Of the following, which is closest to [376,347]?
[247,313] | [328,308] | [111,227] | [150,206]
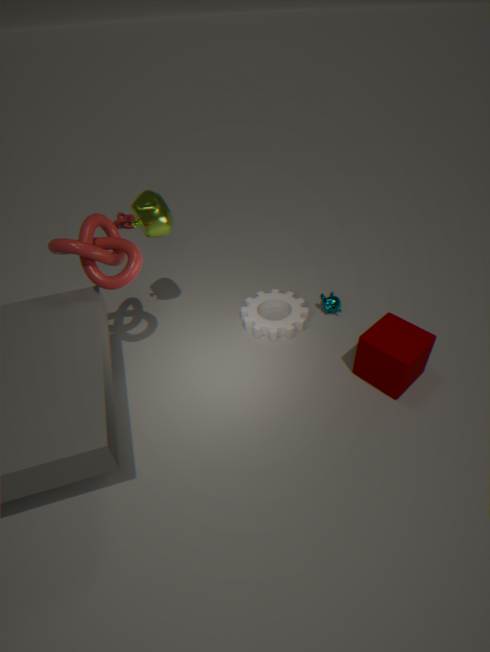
[328,308]
